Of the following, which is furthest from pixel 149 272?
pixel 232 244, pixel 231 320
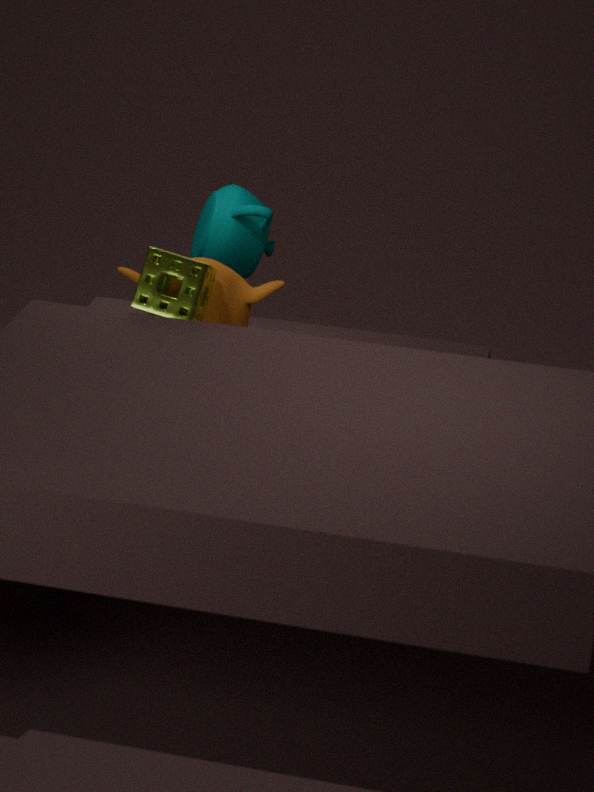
pixel 232 244
